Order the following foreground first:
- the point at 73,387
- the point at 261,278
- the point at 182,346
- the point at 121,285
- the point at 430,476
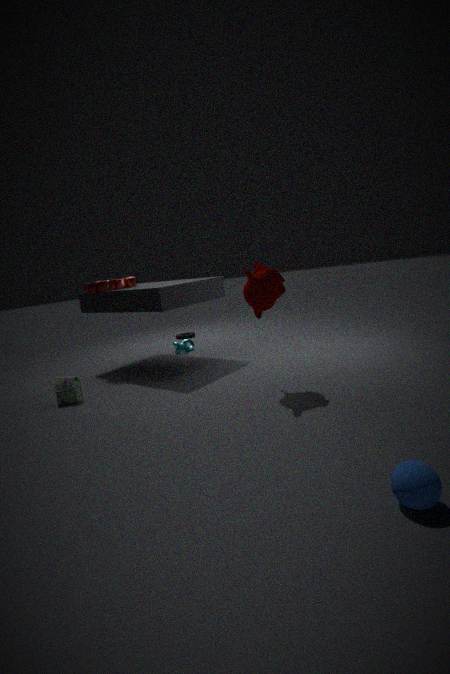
1. the point at 430,476
2. the point at 261,278
3. the point at 73,387
4. the point at 121,285
5. the point at 182,346
